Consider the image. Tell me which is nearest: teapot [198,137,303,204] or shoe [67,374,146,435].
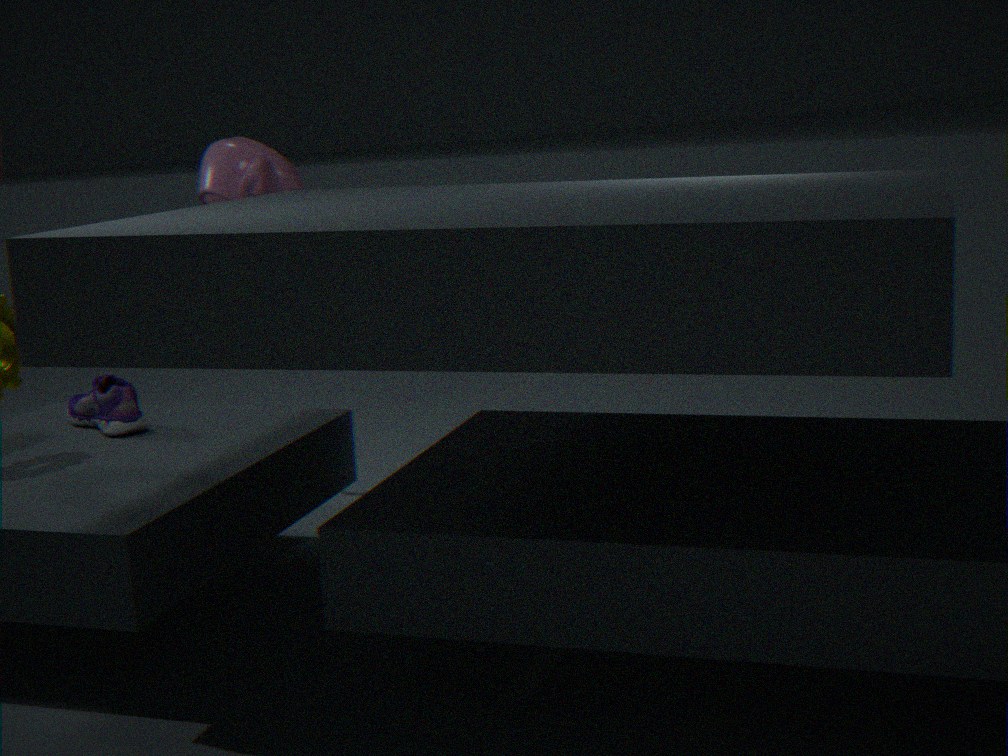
shoe [67,374,146,435]
